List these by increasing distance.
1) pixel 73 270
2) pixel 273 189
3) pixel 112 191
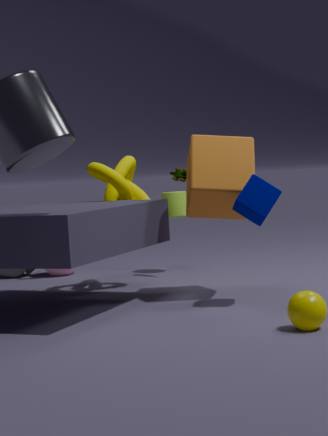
2. pixel 273 189
3. pixel 112 191
1. pixel 73 270
